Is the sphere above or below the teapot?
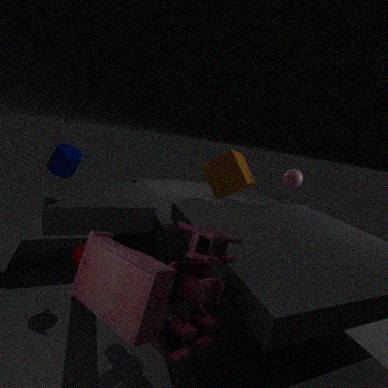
above
